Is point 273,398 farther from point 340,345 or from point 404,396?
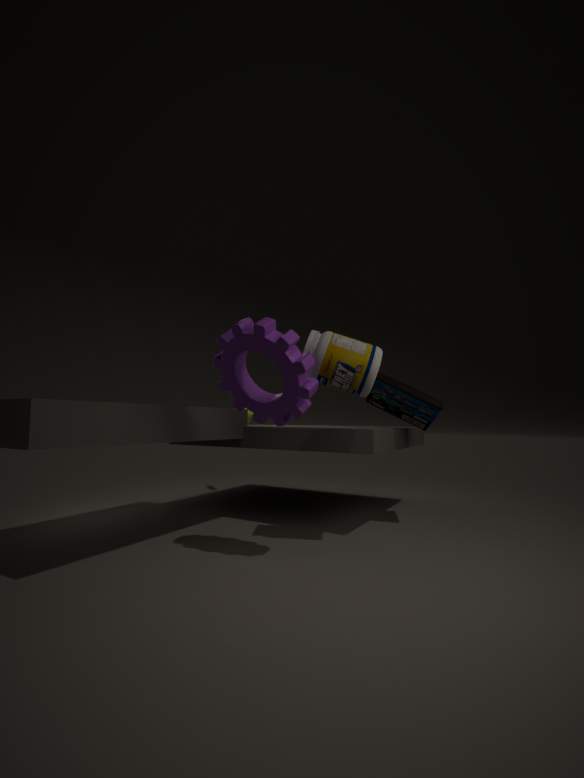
point 404,396
